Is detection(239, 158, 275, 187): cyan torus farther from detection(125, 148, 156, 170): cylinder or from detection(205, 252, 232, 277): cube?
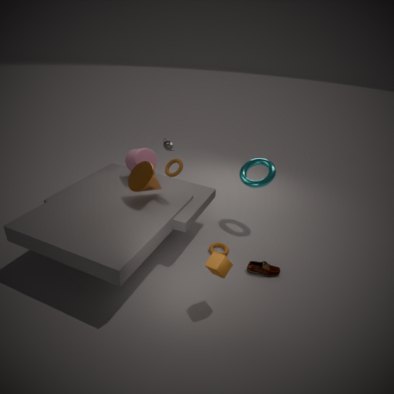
detection(205, 252, 232, 277): cube
